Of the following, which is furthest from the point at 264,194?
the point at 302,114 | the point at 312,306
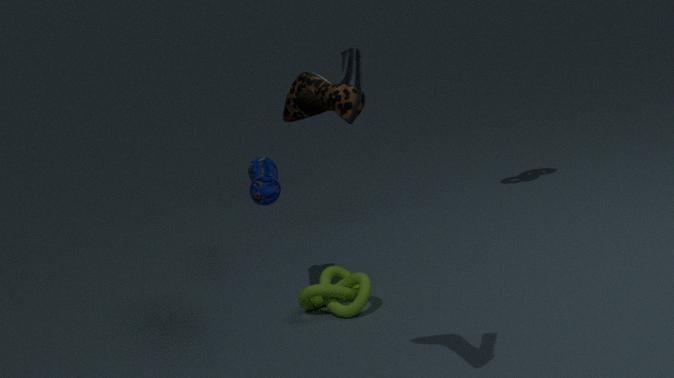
the point at 302,114
